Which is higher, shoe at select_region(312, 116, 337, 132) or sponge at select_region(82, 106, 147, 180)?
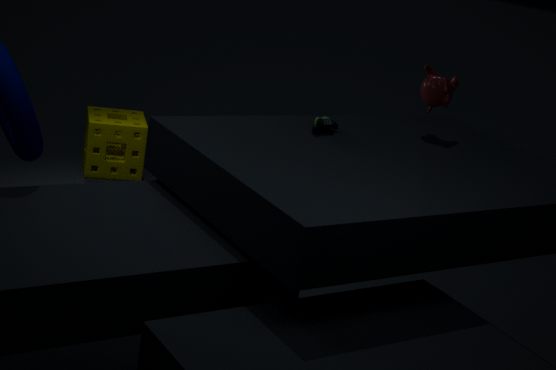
shoe at select_region(312, 116, 337, 132)
